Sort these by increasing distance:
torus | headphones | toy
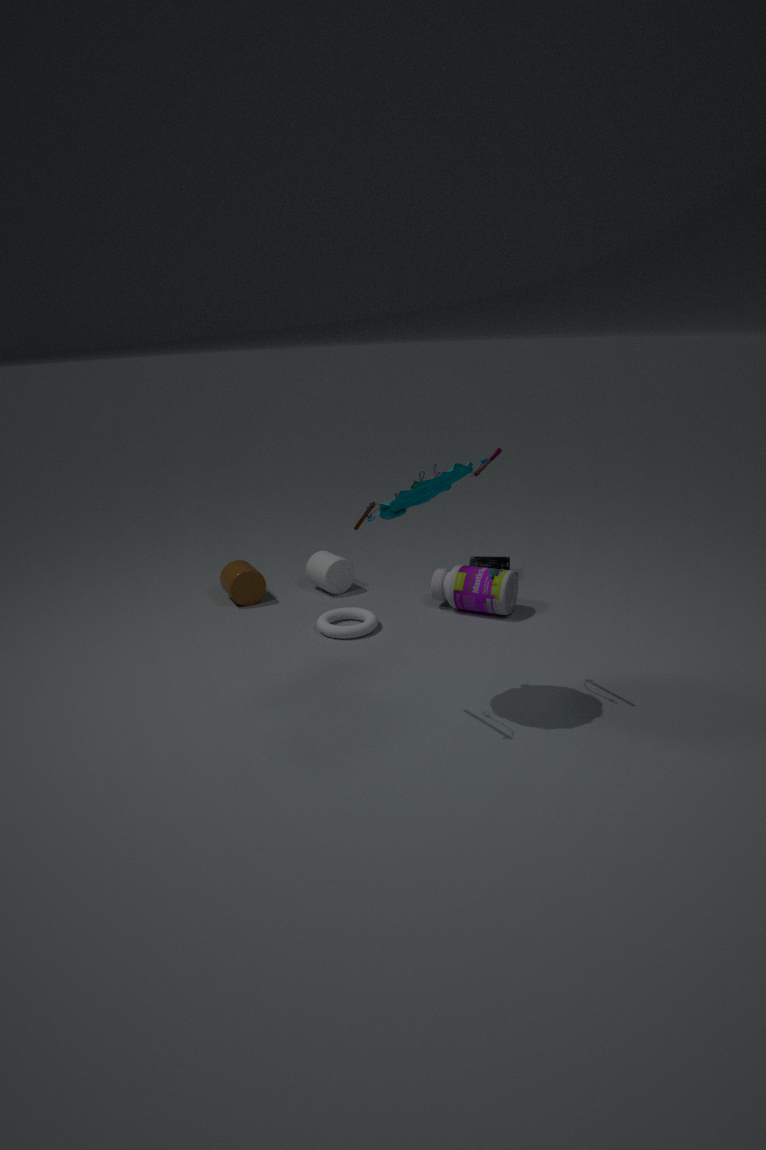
toy
torus
headphones
